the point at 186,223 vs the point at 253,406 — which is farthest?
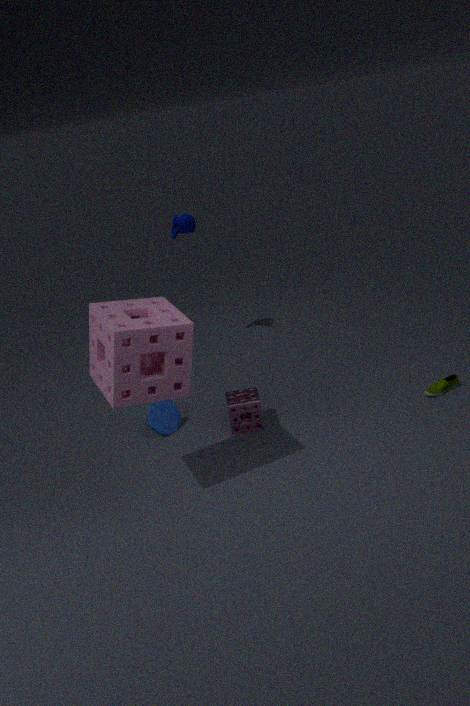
the point at 186,223
